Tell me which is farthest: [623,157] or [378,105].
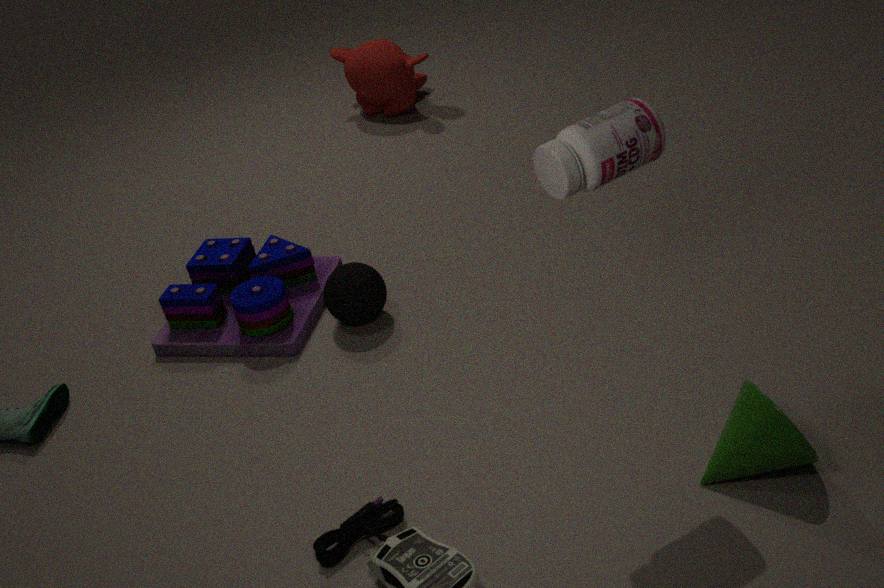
[378,105]
